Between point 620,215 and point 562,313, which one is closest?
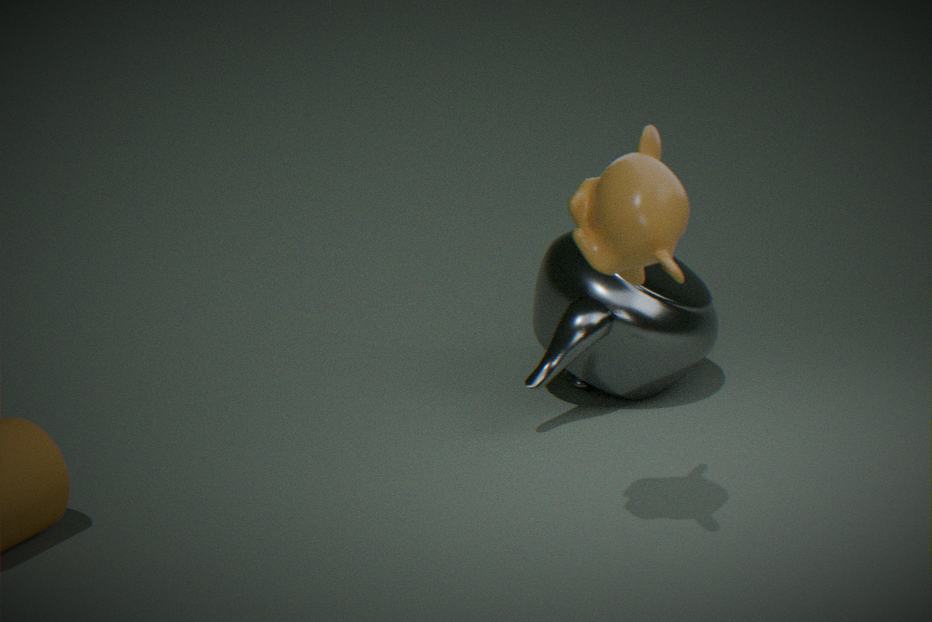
point 620,215
